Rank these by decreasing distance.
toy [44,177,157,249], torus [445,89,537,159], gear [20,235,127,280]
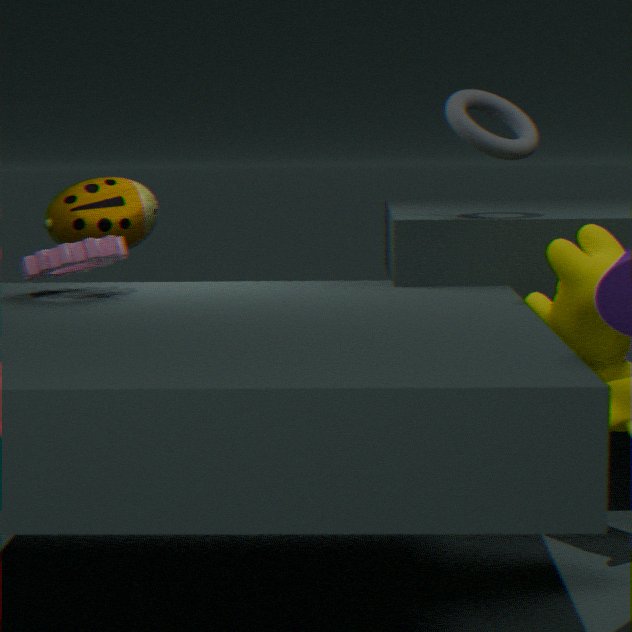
toy [44,177,157,249]
torus [445,89,537,159]
gear [20,235,127,280]
